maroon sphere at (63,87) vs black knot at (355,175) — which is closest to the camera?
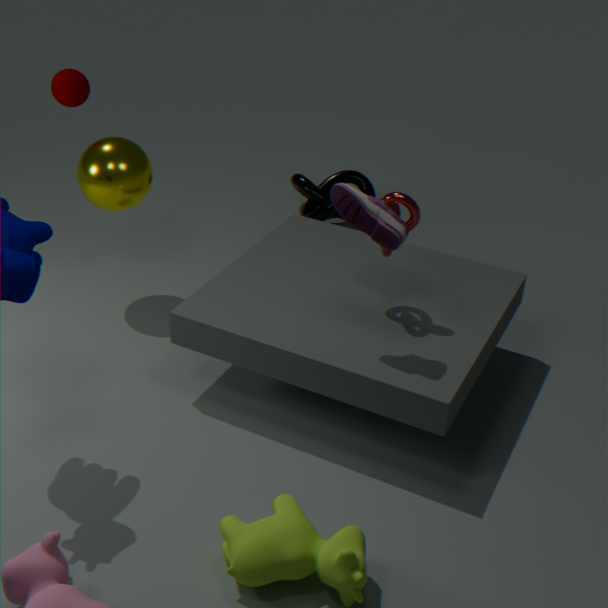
maroon sphere at (63,87)
